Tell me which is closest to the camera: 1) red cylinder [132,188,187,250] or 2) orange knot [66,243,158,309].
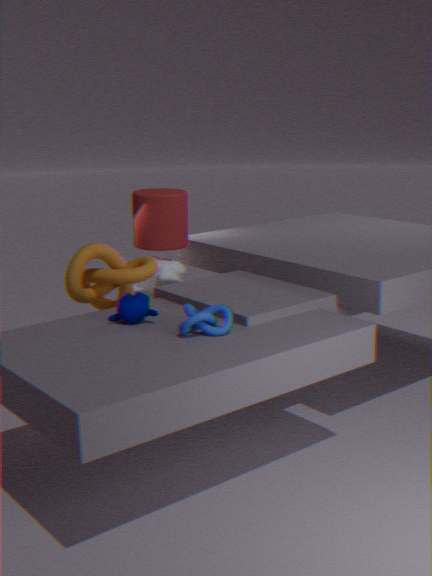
2. orange knot [66,243,158,309]
